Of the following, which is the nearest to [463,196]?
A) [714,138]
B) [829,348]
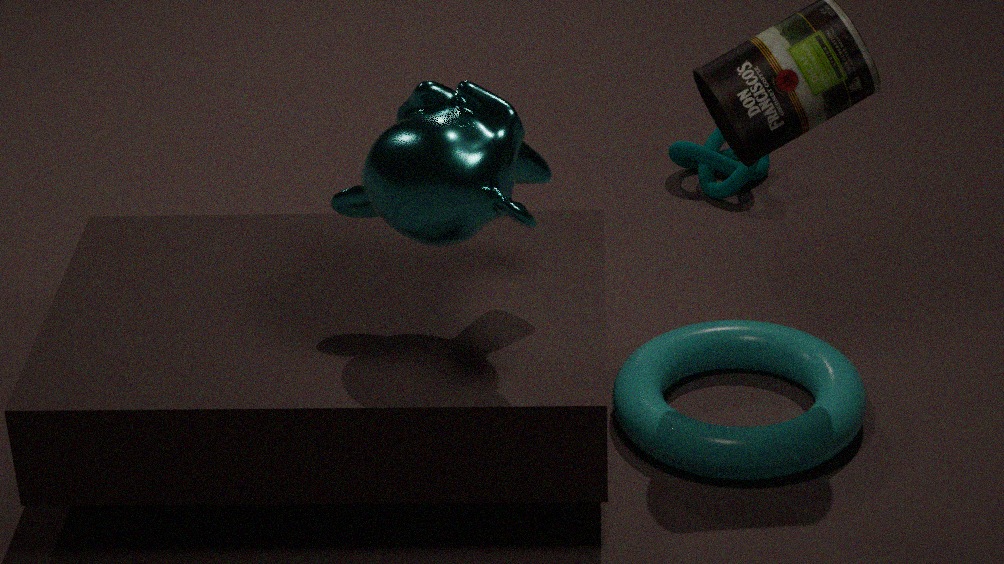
[829,348]
